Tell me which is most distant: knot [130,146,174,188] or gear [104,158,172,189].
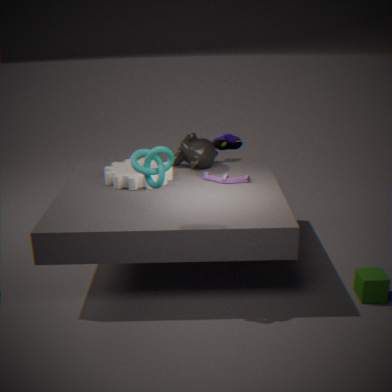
gear [104,158,172,189]
